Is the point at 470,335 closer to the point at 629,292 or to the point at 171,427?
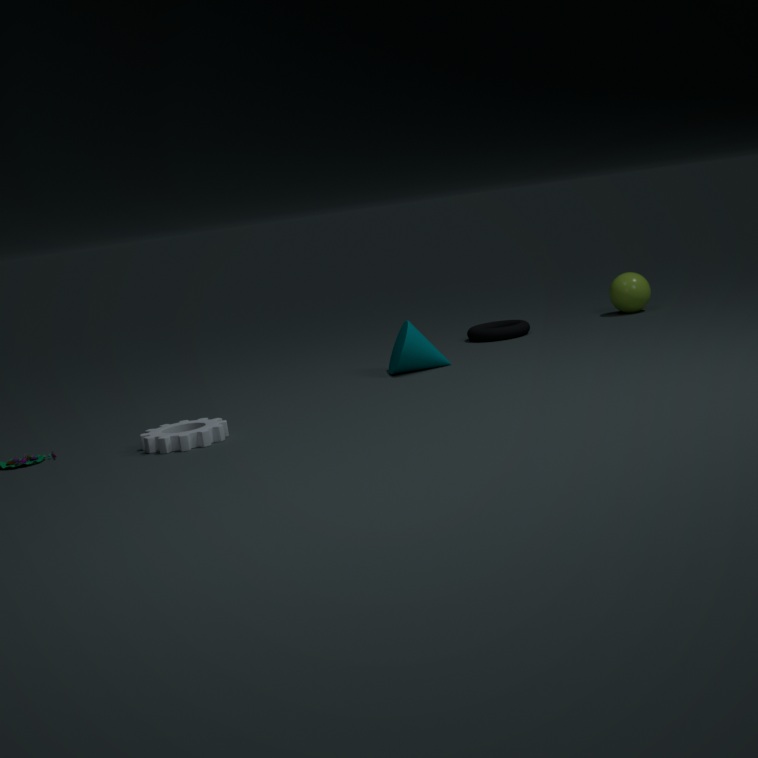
the point at 629,292
